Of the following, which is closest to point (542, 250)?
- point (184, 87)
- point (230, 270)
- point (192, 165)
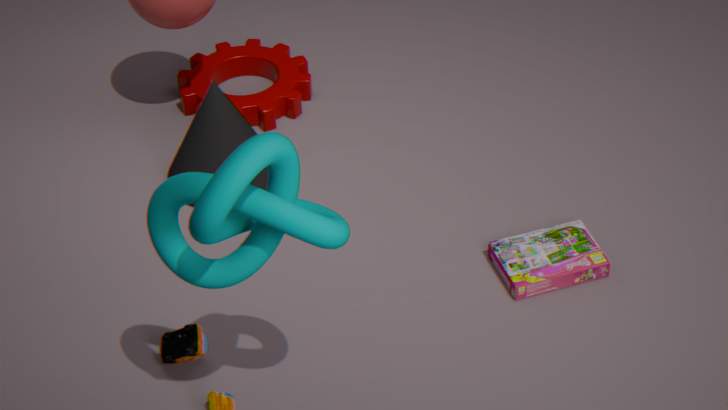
point (192, 165)
